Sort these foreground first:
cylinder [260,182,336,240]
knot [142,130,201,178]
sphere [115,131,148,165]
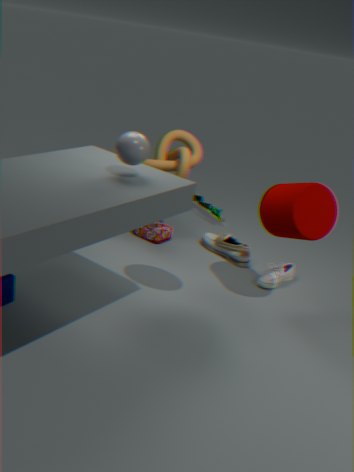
1. sphere [115,131,148,165]
2. cylinder [260,182,336,240]
3. knot [142,130,201,178]
